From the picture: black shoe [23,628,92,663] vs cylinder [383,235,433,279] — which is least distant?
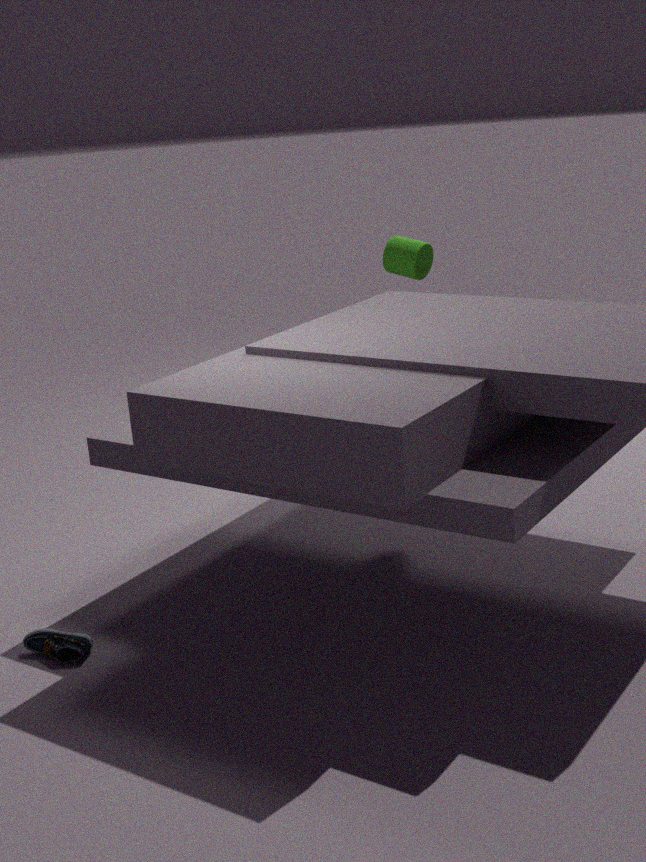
black shoe [23,628,92,663]
